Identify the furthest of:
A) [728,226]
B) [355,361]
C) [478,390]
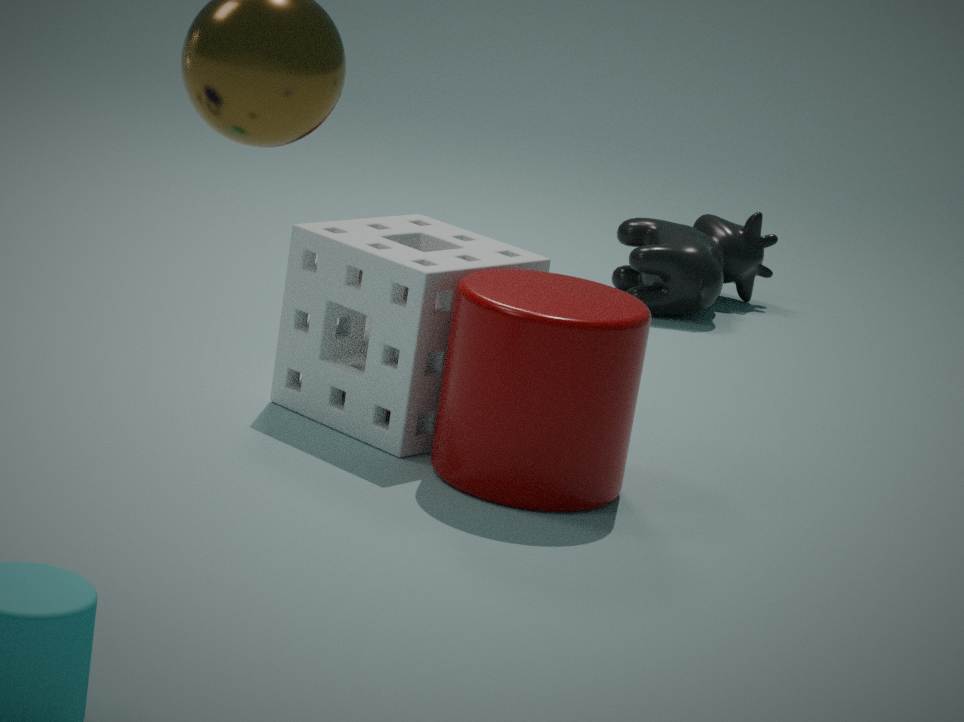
A. [728,226]
